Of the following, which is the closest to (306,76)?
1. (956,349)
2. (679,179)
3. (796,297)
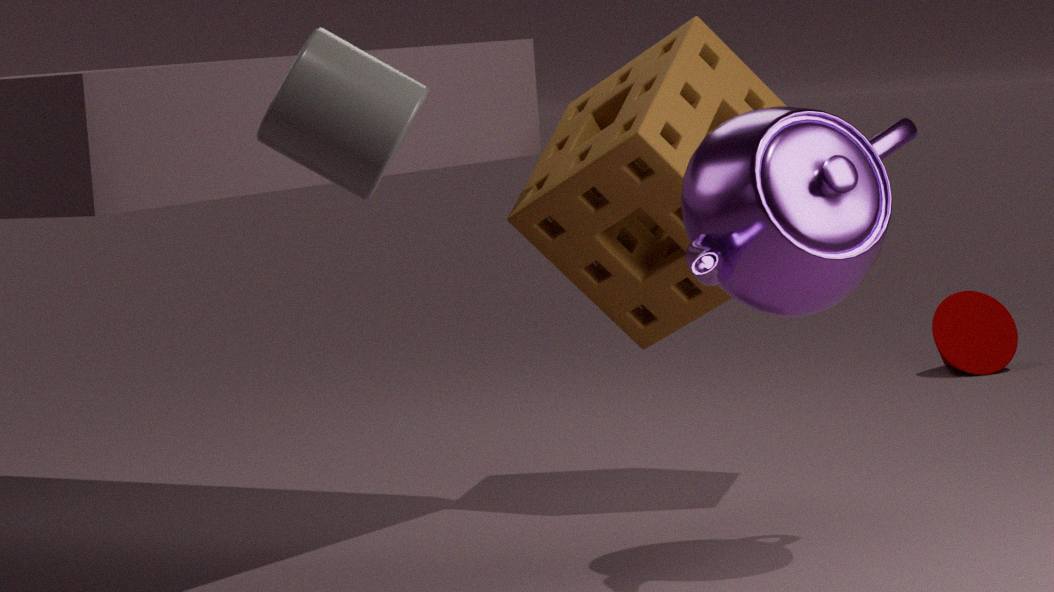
(796,297)
